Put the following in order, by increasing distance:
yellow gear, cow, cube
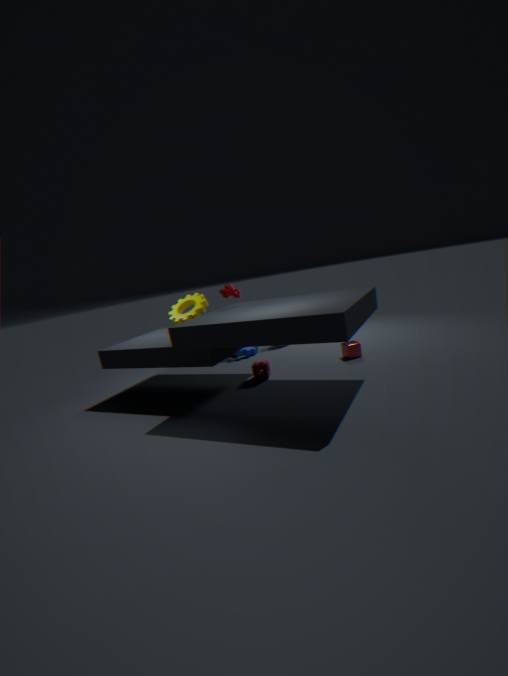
cow
cube
yellow gear
